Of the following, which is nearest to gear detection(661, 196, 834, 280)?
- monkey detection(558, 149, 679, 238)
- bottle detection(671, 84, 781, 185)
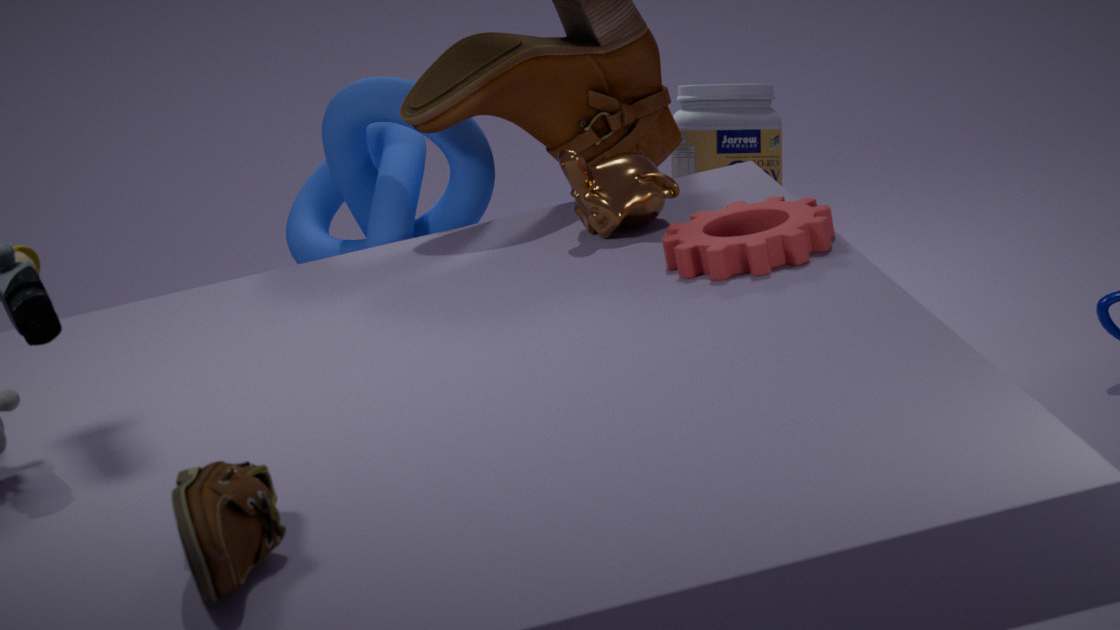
monkey detection(558, 149, 679, 238)
